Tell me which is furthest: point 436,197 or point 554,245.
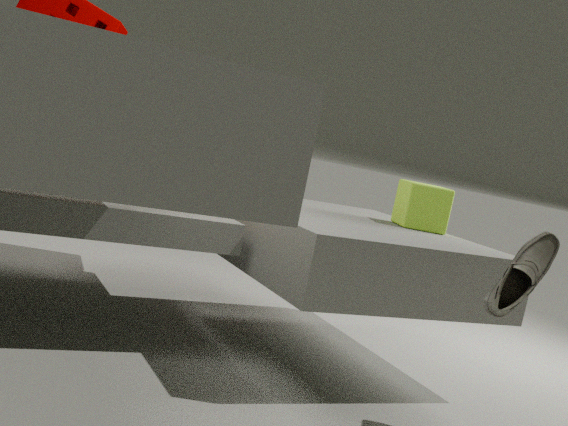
point 436,197
